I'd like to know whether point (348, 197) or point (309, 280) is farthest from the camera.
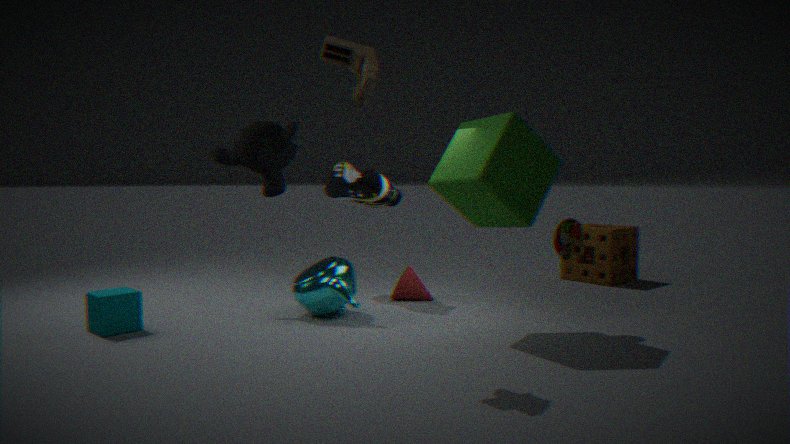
point (348, 197)
